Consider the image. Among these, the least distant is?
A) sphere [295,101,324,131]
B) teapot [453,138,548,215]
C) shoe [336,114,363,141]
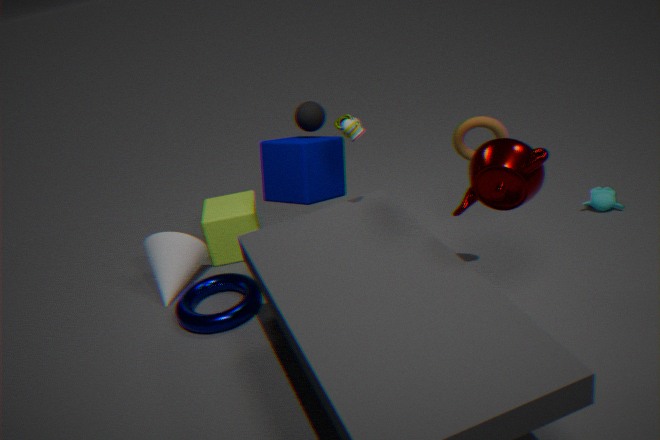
teapot [453,138,548,215]
